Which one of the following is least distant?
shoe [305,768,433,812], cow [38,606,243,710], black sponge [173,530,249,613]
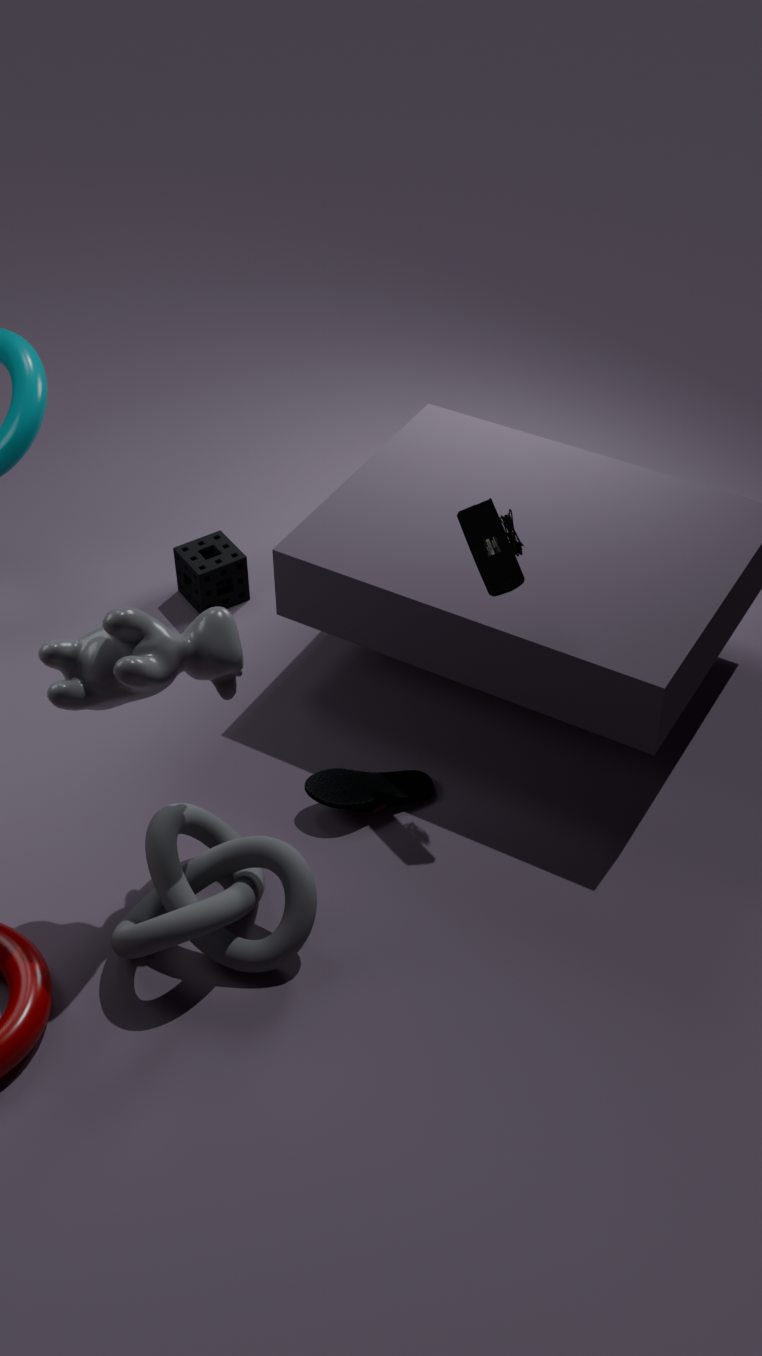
cow [38,606,243,710]
